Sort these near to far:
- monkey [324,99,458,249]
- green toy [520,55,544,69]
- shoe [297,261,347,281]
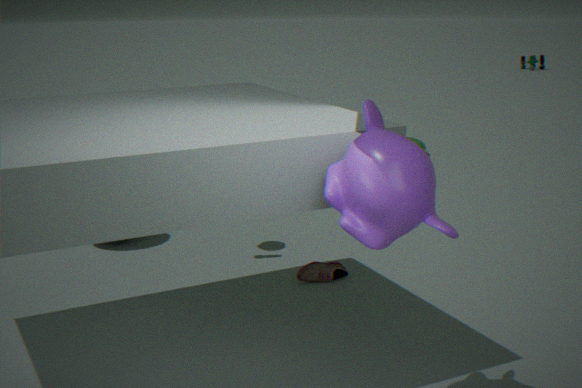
1. monkey [324,99,458,249]
2. shoe [297,261,347,281]
3. green toy [520,55,544,69]
